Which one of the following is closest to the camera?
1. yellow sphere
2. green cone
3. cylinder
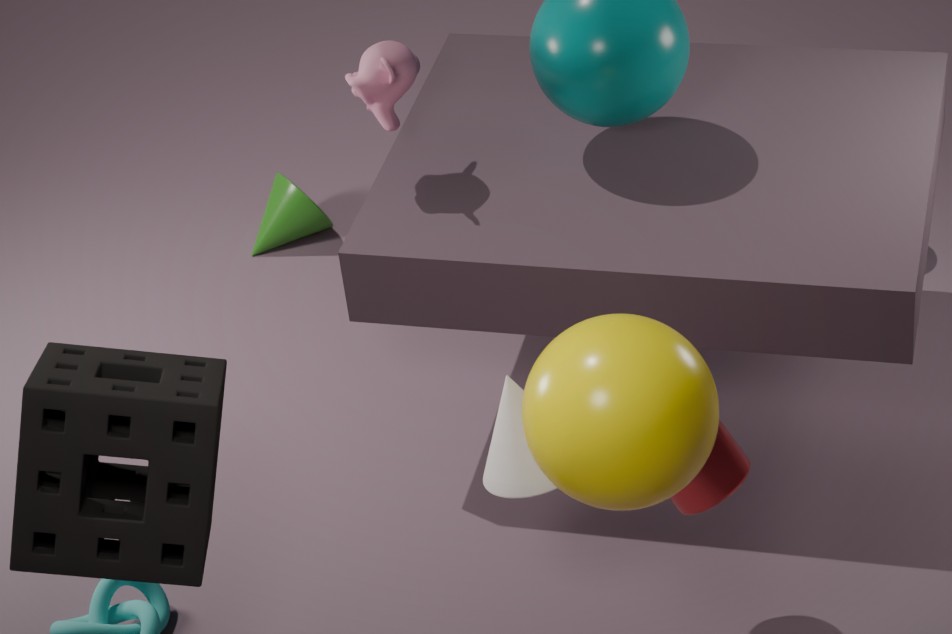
yellow sphere
